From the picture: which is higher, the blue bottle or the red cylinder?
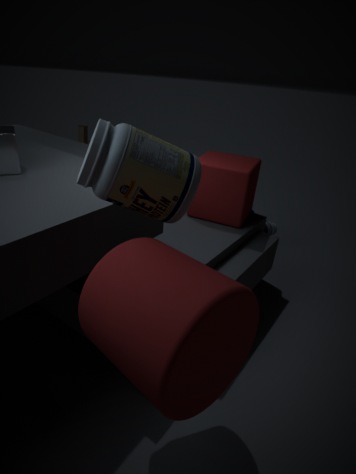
the red cylinder
